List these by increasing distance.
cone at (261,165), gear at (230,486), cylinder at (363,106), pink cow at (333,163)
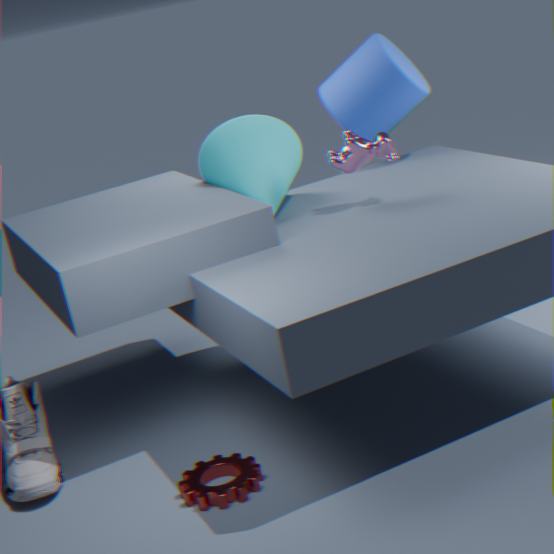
gear at (230,486), pink cow at (333,163), cone at (261,165), cylinder at (363,106)
